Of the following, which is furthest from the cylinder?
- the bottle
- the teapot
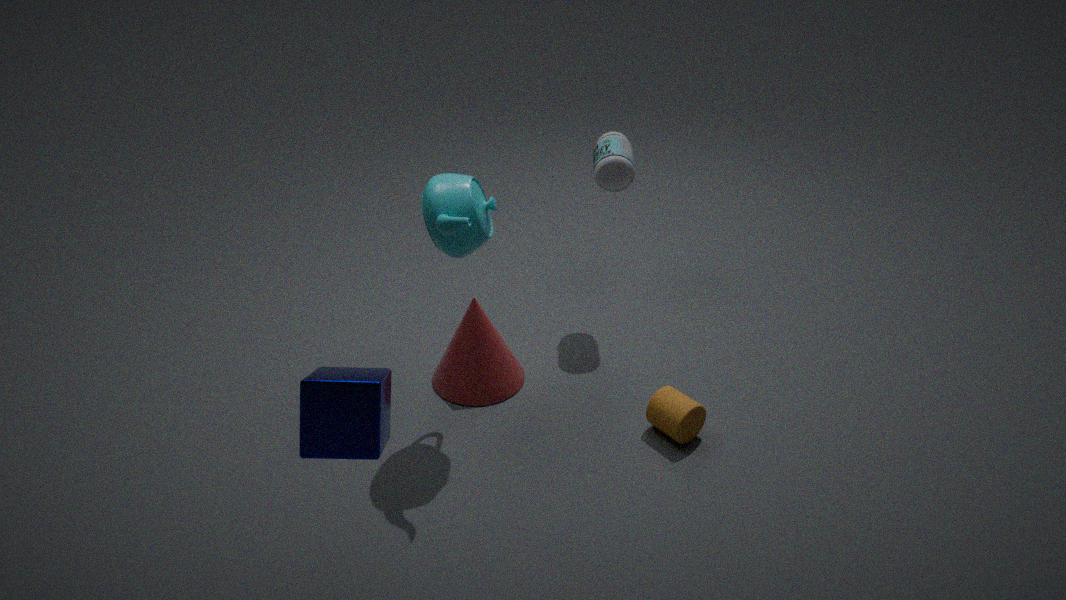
the bottle
